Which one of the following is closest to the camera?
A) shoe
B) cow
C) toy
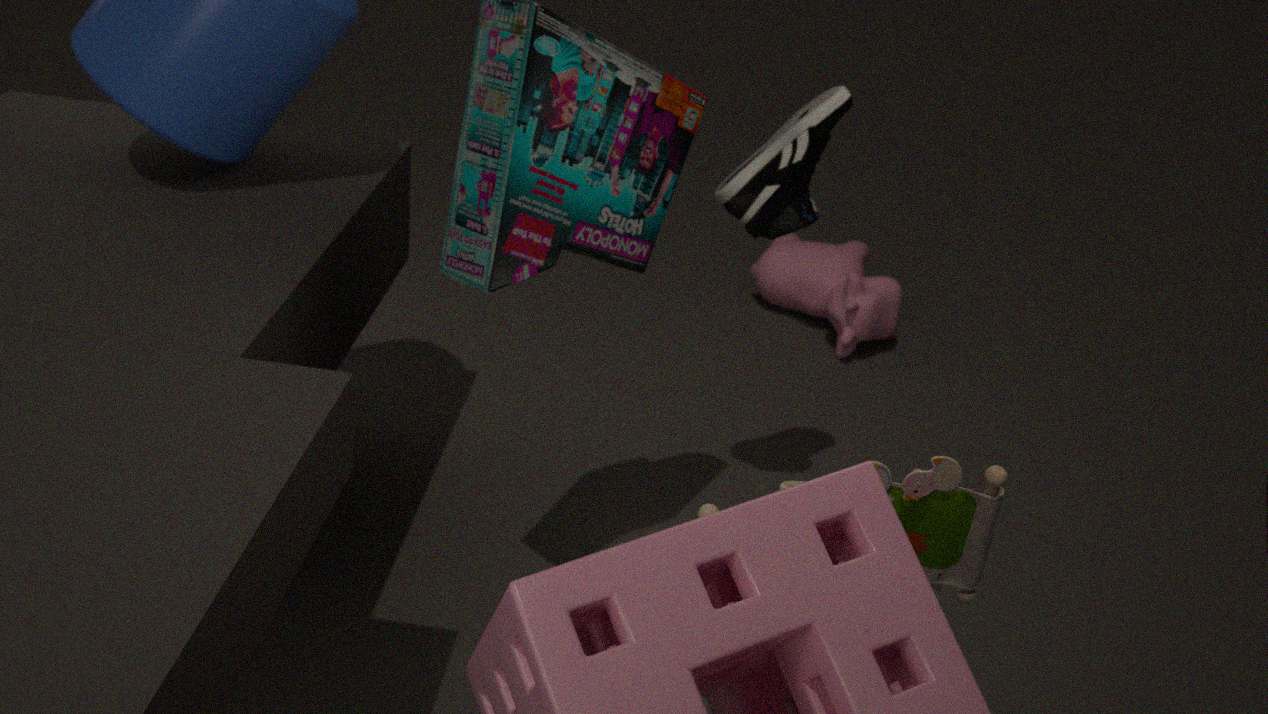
toy
